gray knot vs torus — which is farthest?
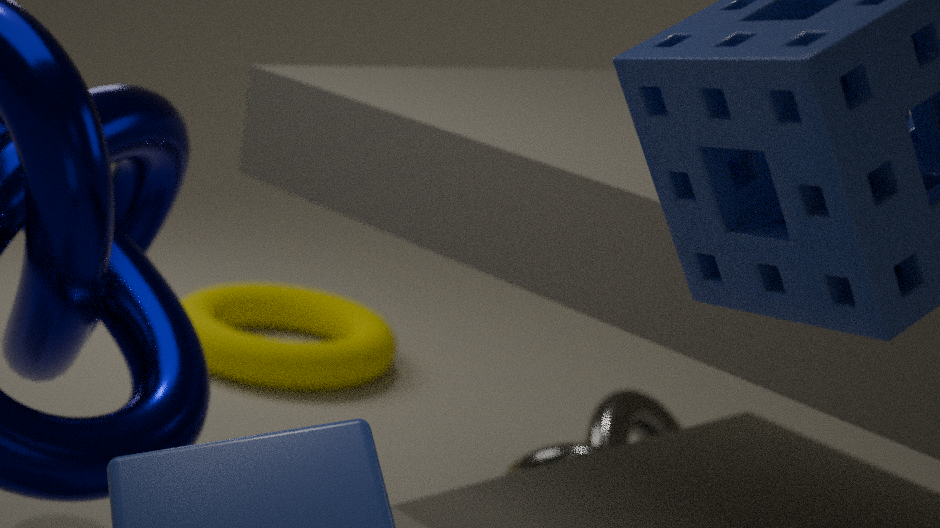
torus
